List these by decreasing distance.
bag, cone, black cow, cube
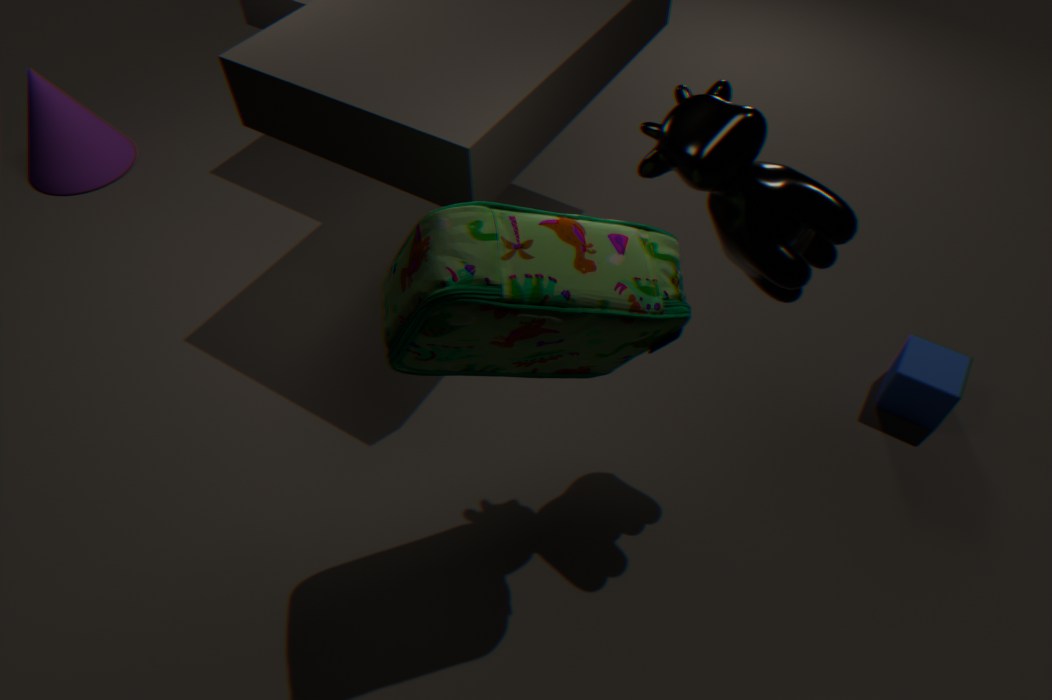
cone → cube → black cow → bag
